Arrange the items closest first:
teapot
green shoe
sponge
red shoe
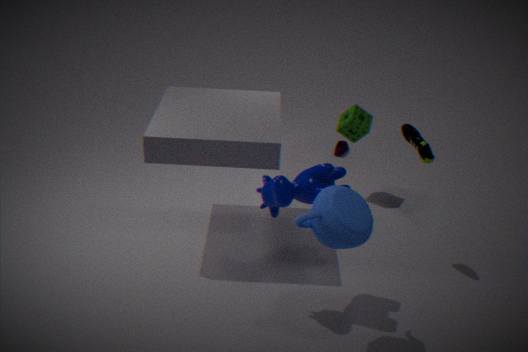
teapot, green shoe, sponge, red shoe
